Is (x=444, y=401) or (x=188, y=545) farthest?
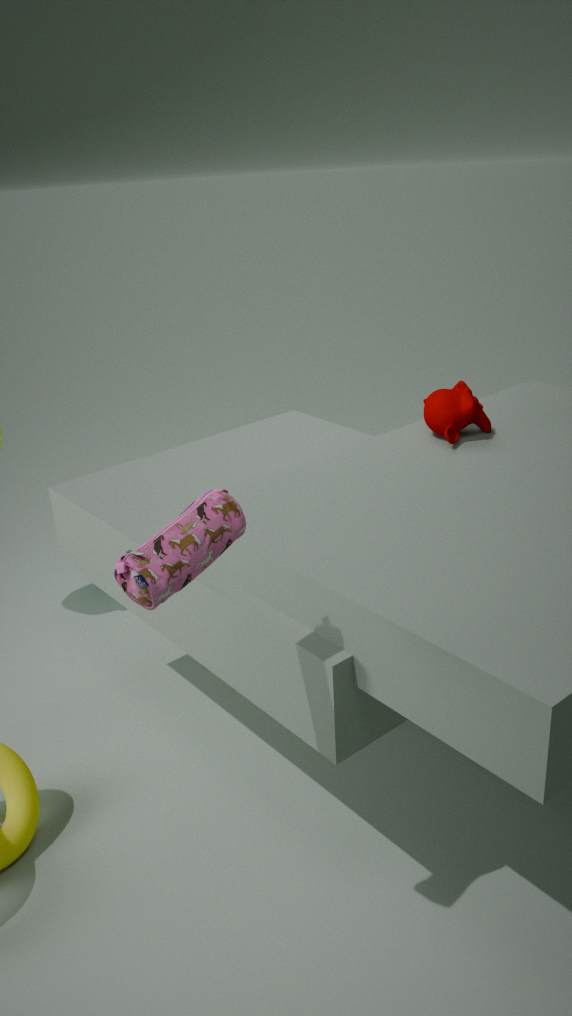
(x=444, y=401)
